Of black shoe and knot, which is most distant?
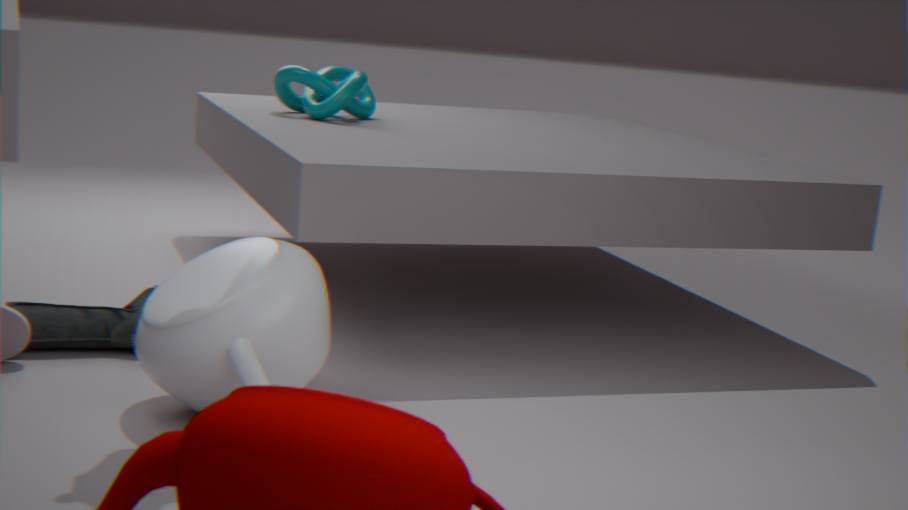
knot
